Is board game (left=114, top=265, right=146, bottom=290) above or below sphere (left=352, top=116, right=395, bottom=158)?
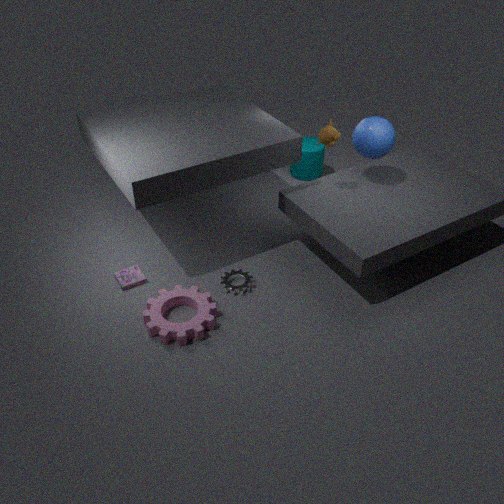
below
